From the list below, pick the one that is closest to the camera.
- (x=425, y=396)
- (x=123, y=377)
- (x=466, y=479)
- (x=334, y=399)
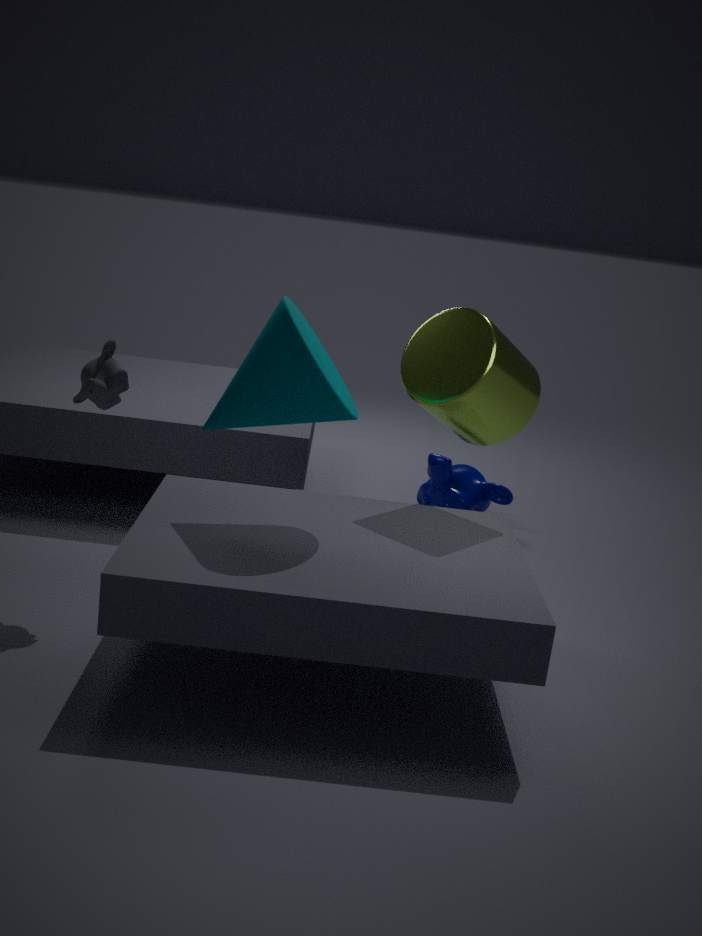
(x=334, y=399)
